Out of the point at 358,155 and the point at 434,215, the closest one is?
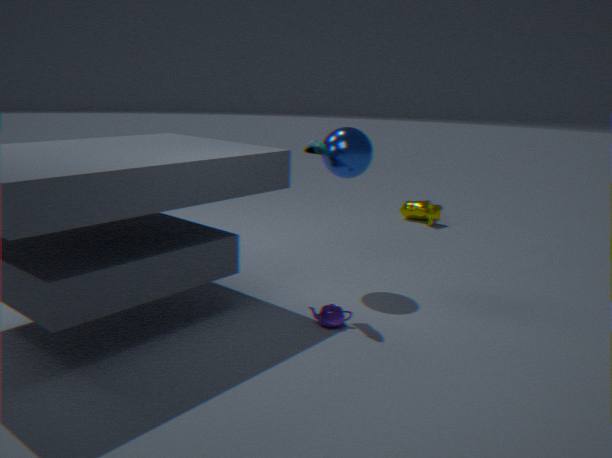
the point at 358,155
